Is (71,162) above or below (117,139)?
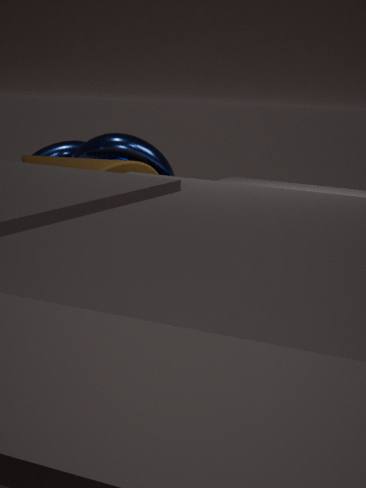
above
